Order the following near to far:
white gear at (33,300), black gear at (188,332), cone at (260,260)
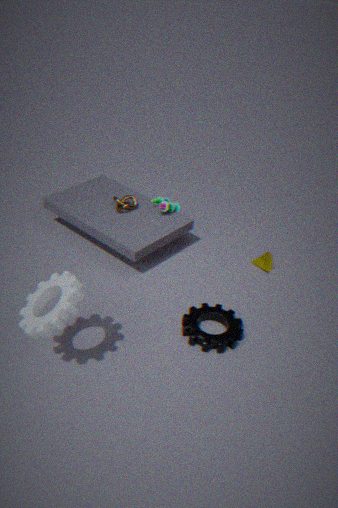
white gear at (33,300)
black gear at (188,332)
cone at (260,260)
